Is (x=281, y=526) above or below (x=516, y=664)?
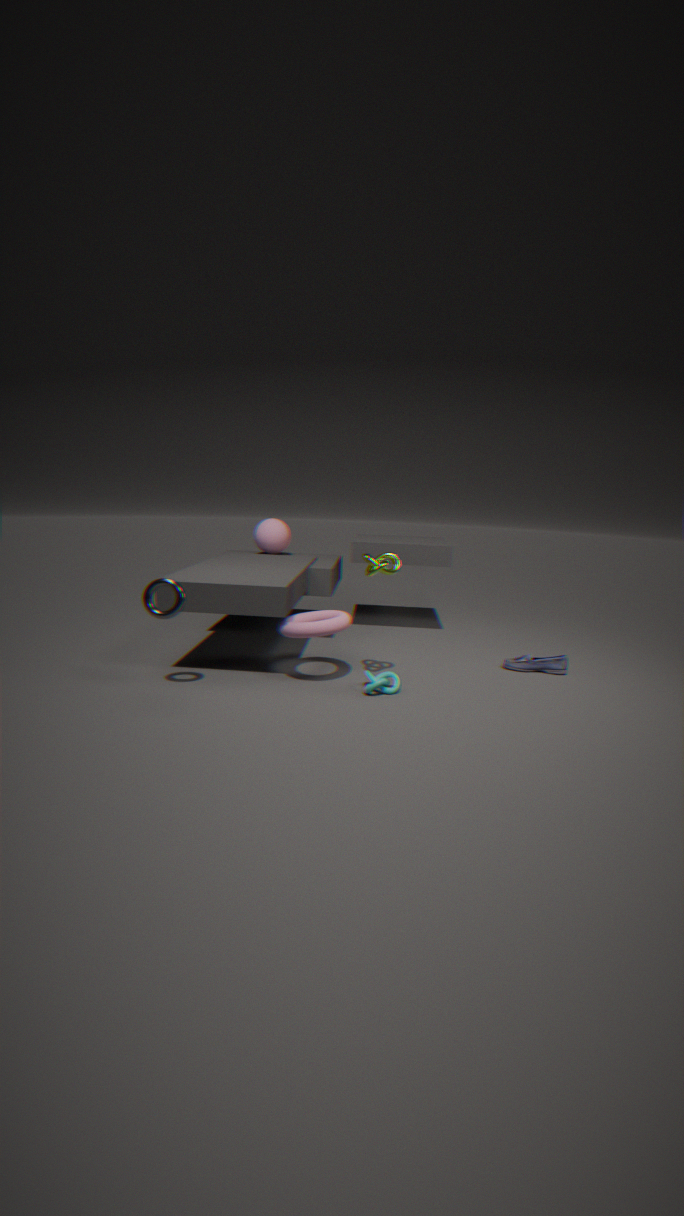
above
